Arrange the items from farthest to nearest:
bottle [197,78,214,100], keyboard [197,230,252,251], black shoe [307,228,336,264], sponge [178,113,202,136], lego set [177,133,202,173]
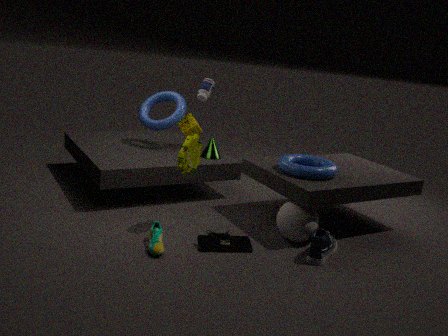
sponge [178,113,202,136]
bottle [197,78,214,100]
lego set [177,133,202,173]
keyboard [197,230,252,251]
black shoe [307,228,336,264]
